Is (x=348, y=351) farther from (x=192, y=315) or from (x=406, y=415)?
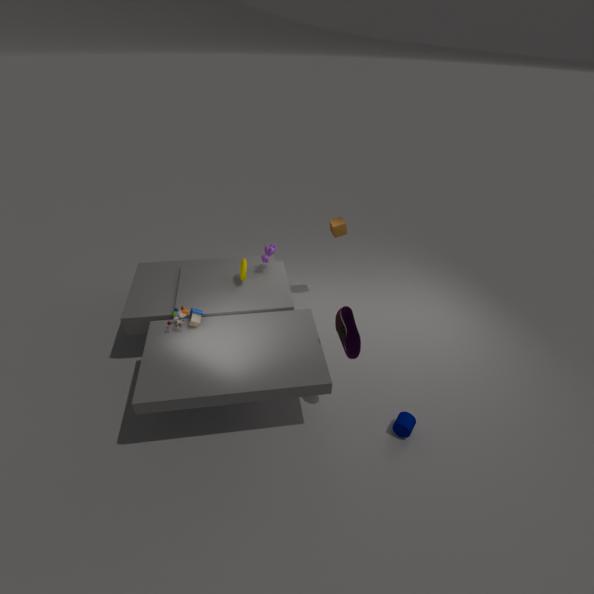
(x=192, y=315)
